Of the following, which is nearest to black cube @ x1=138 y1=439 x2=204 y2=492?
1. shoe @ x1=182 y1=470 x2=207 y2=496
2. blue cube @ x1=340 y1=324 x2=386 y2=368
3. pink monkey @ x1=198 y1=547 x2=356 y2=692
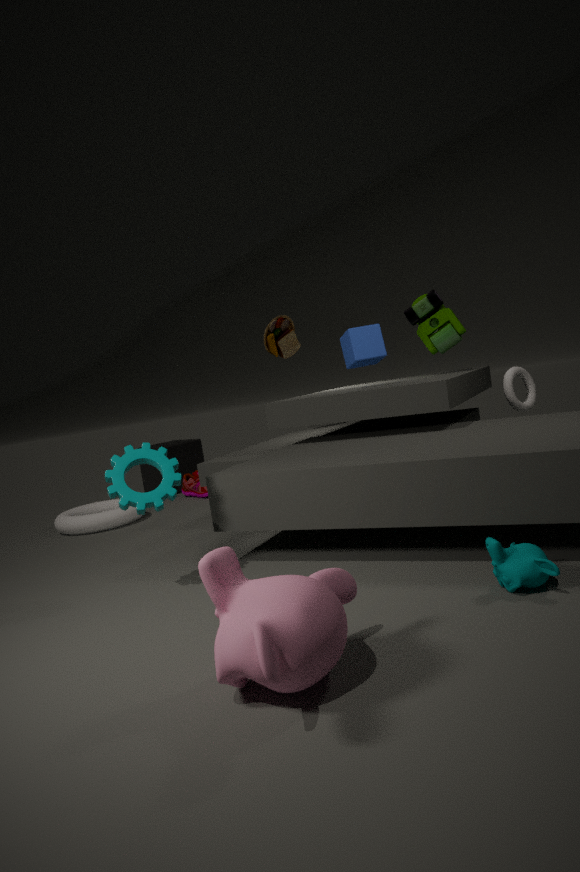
shoe @ x1=182 y1=470 x2=207 y2=496
